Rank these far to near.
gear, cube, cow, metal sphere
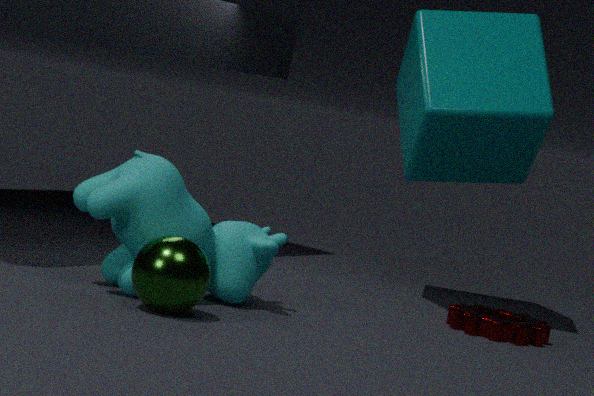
cube
gear
cow
metal sphere
